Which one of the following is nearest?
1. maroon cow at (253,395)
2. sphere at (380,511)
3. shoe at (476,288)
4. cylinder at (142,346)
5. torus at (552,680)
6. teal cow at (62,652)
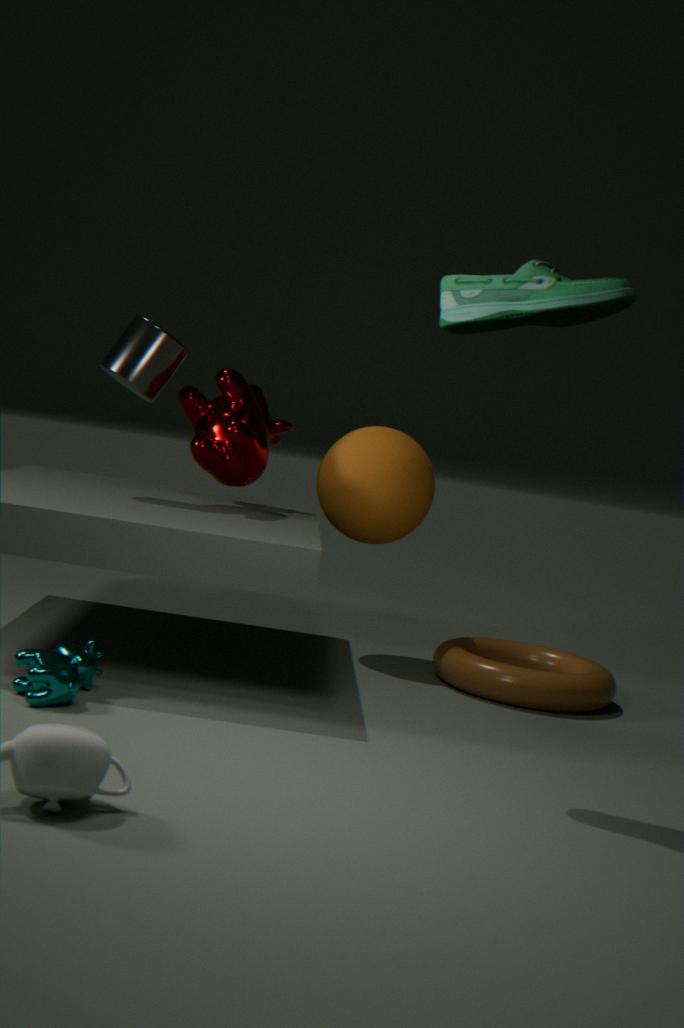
shoe at (476,288)
